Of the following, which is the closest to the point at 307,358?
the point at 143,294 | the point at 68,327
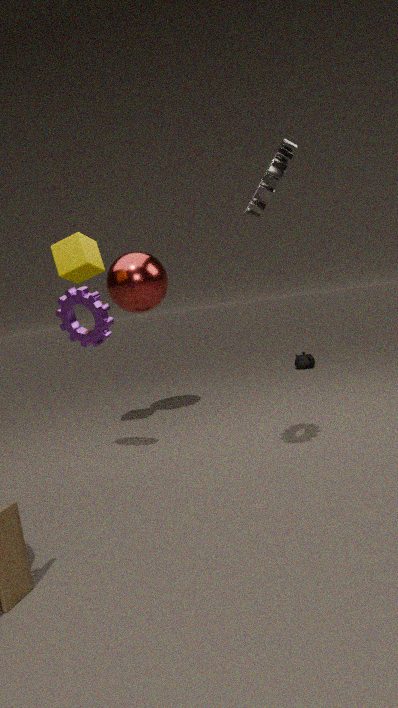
the point at 143,294
